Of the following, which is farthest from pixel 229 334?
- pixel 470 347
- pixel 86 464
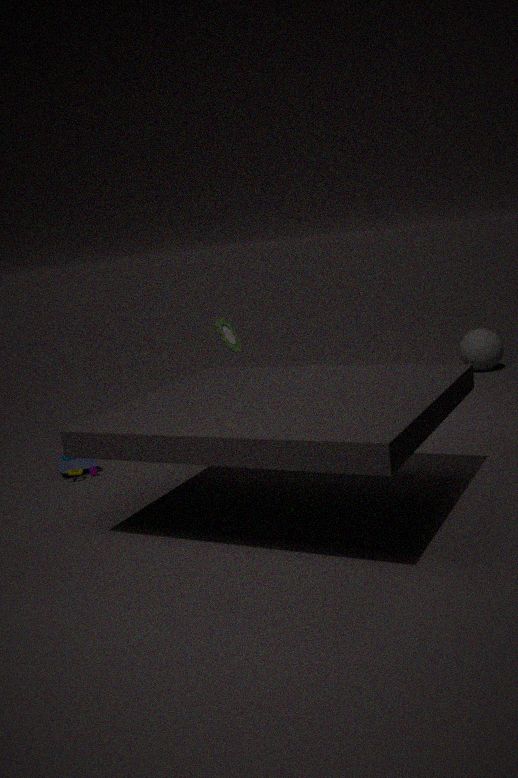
pixel 470 347
